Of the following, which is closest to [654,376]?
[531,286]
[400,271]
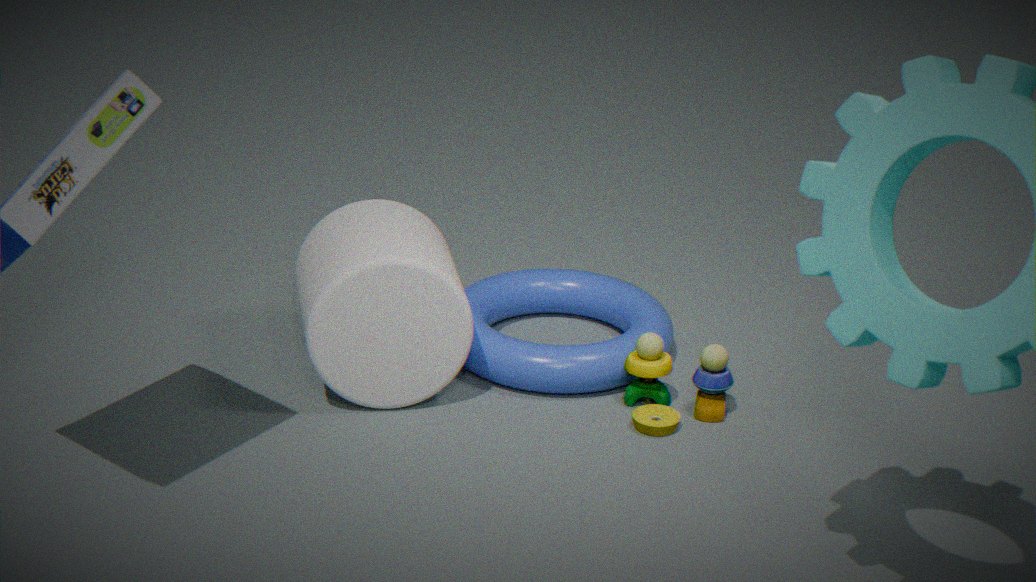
[531,286]
